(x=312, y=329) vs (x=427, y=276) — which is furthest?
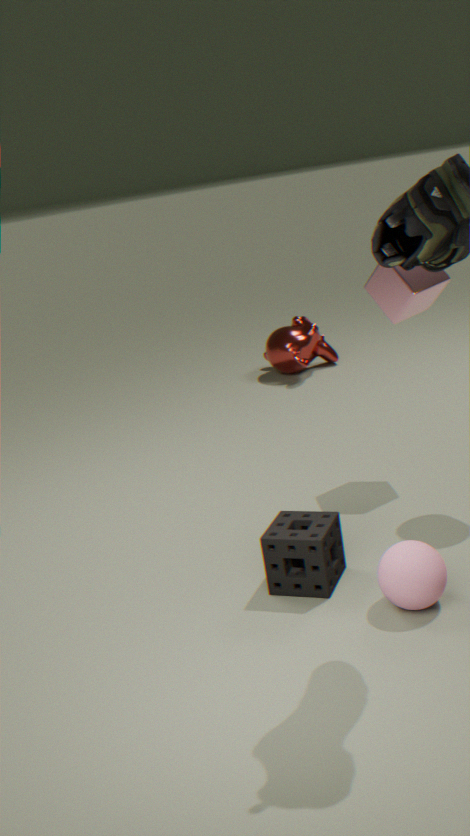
→ (x=312, y=329)
